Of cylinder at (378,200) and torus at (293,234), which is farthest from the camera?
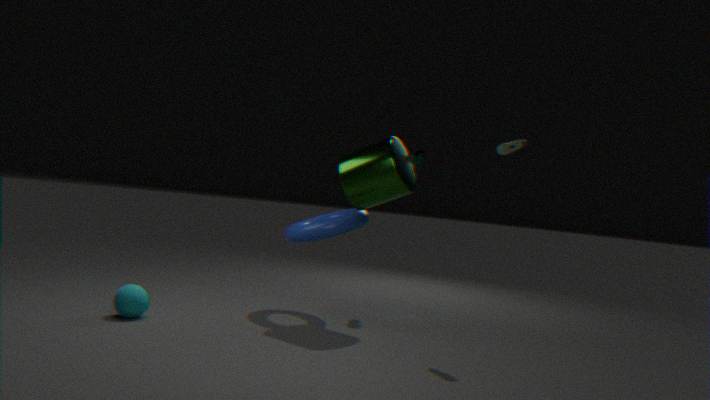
torus at (293,234)
